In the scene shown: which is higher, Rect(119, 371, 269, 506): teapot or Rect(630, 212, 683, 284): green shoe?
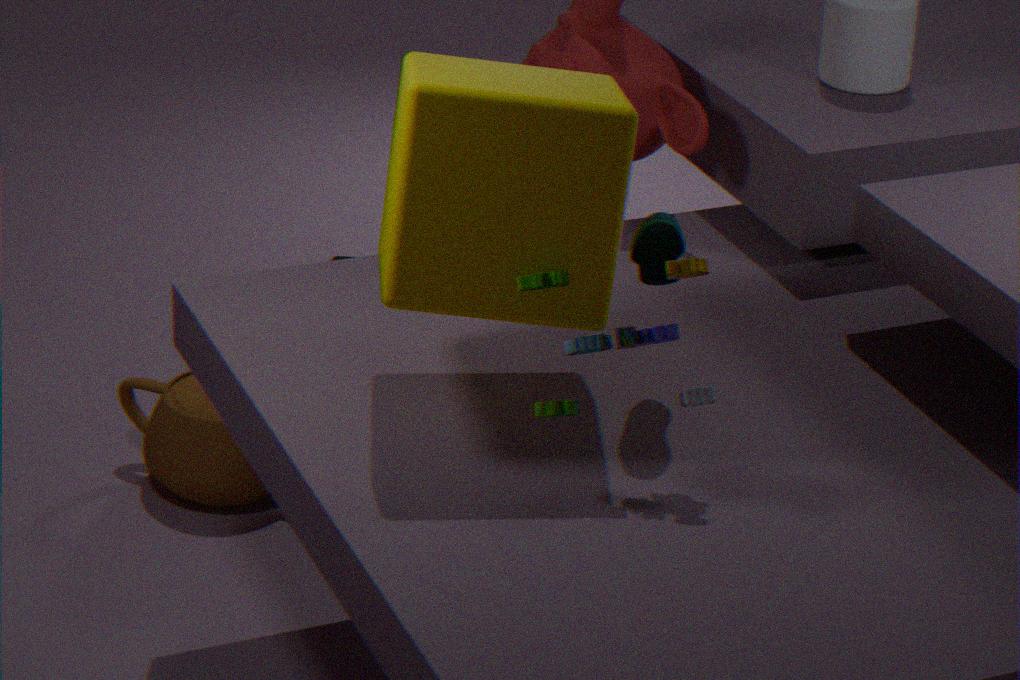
Rect(630, 212, 683, 284): green shoe
